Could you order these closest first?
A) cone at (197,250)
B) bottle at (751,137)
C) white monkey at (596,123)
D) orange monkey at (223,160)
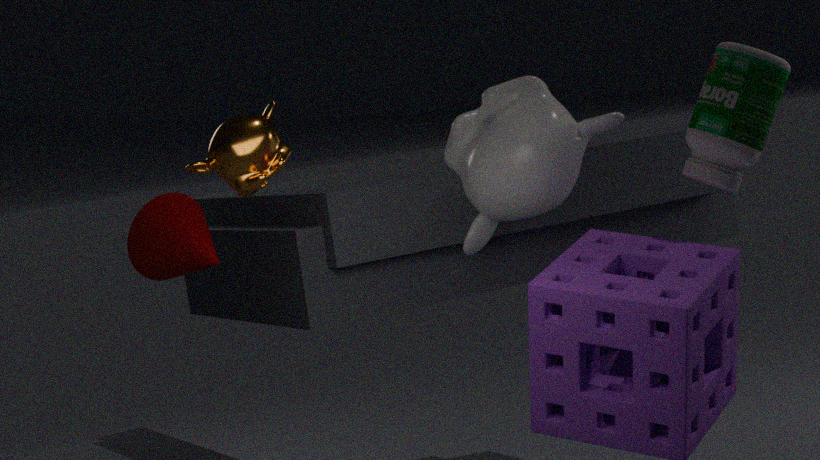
orange monkey at (223,160), bottle at (751,137), cone at (197,250), white monkey at (596,123)
